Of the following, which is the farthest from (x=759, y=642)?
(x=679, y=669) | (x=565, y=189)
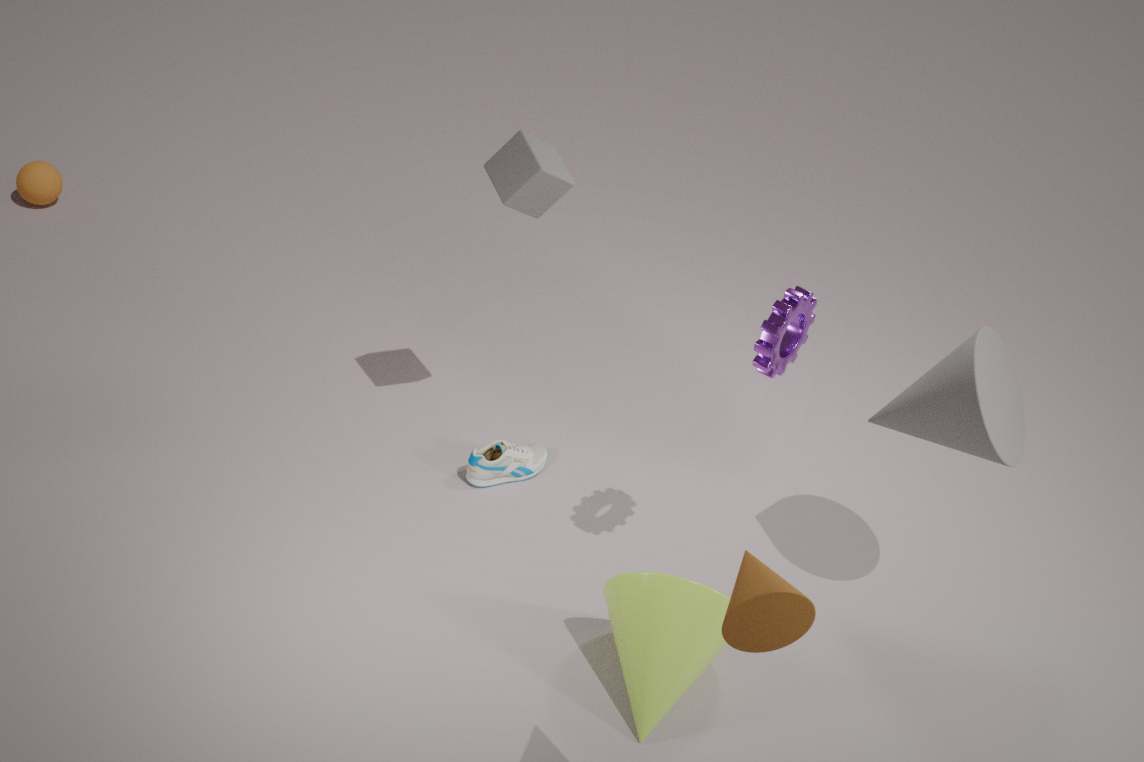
(x=565, y=189)
